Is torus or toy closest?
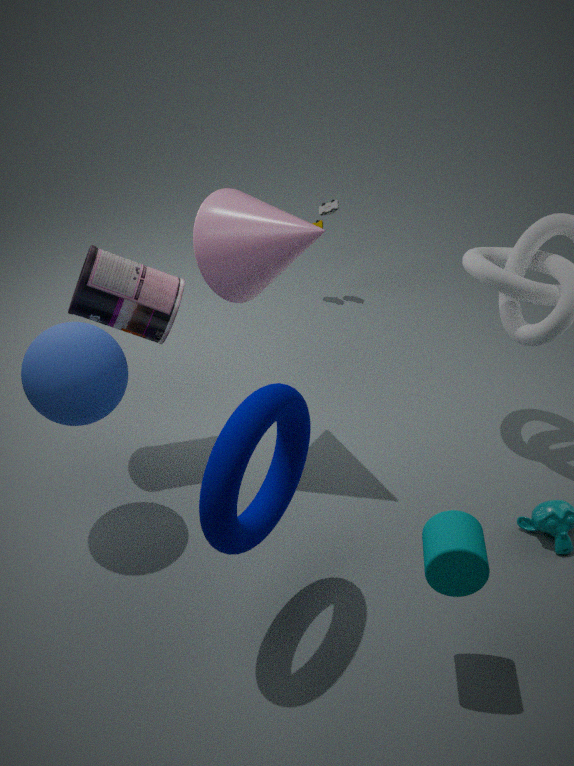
torus
